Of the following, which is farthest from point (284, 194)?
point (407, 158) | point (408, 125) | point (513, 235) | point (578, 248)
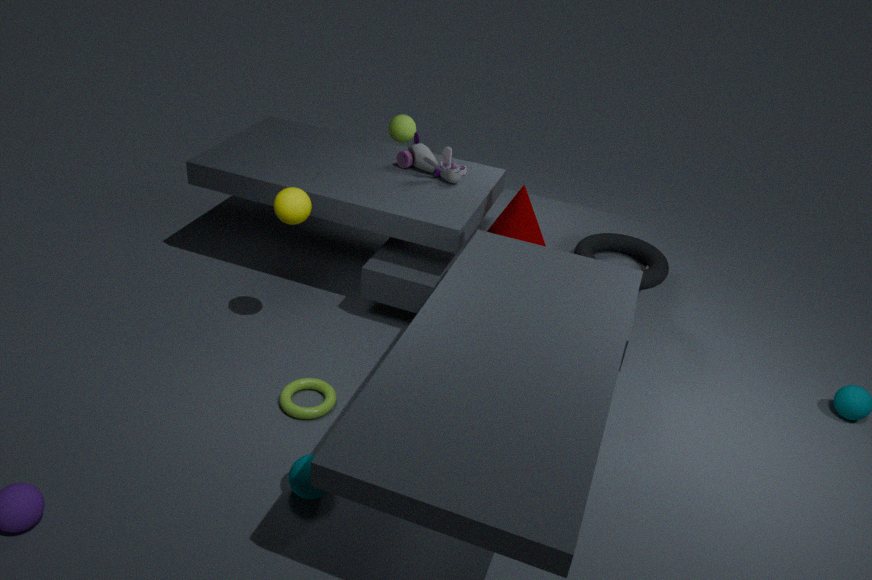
point (578, 248)
